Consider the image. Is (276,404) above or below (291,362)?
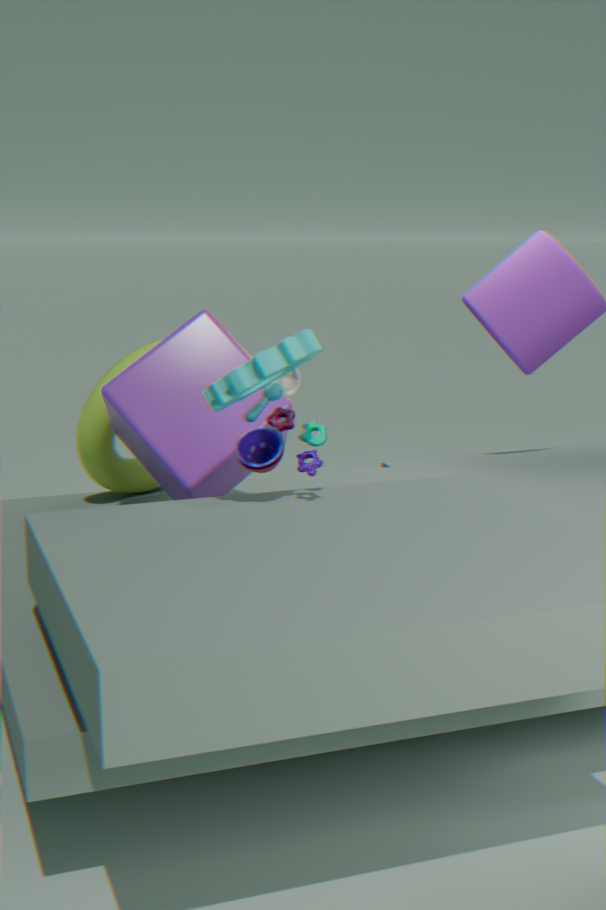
below
